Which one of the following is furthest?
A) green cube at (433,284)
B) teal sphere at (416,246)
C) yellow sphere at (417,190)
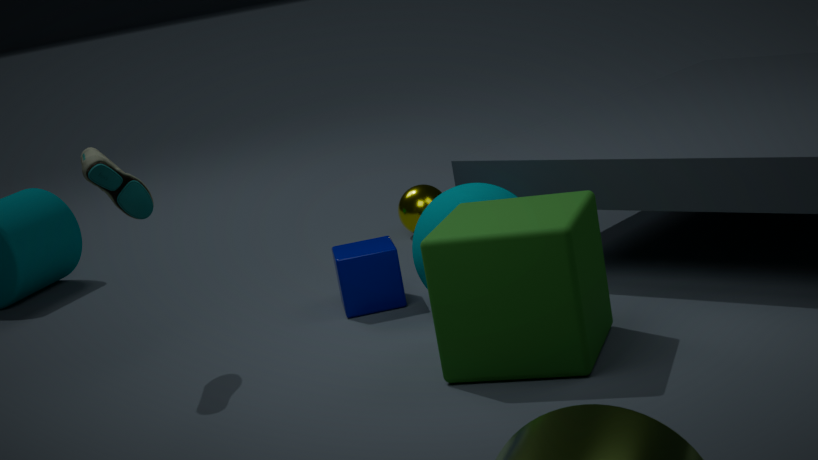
yellow sphere at (417,190)
